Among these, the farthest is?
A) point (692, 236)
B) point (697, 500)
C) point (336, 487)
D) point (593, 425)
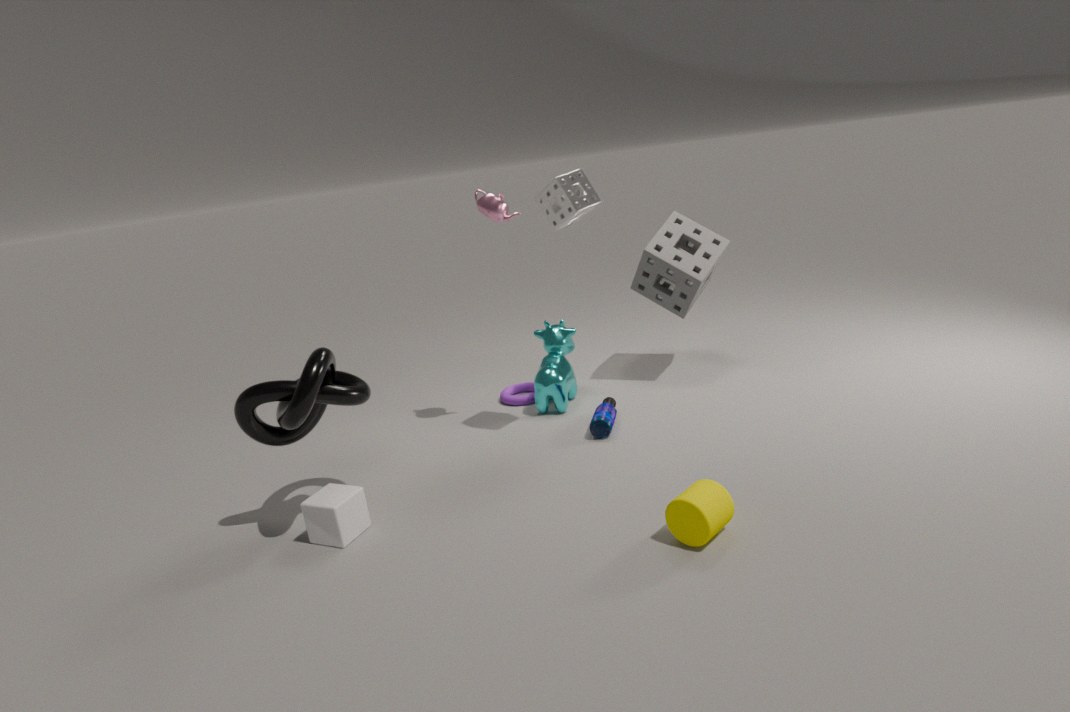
A. point (692, 236)
